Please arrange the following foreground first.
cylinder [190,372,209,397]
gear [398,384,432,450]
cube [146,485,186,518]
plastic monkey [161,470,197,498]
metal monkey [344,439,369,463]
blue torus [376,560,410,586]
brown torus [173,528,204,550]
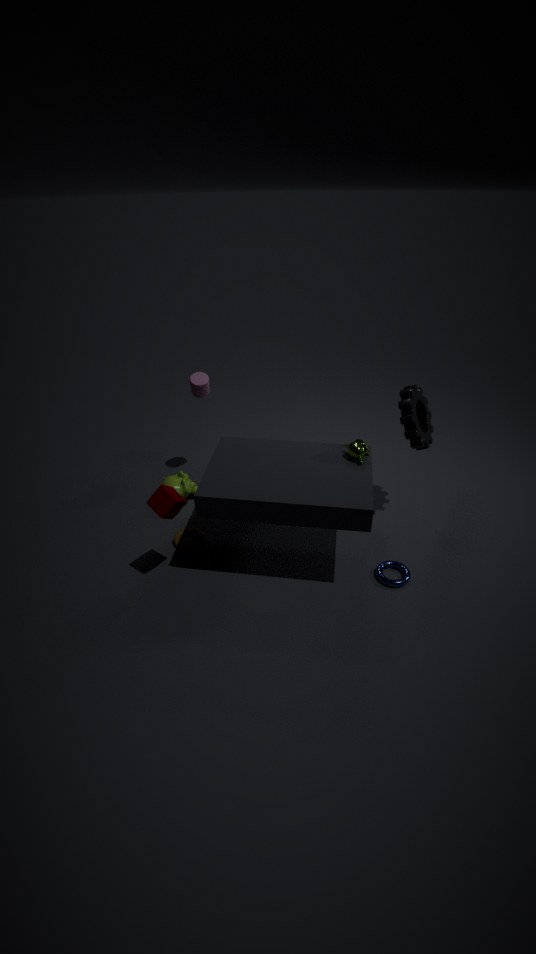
cube [146,485,186,518] → blue torus [376,560,410,586] → metal monkey [344,439,369,463] → gear [398,384,432,450] → brown torus [173,528,204,550] → plastic monkey [161,470,197,498] → cylinder [190,372,209,397]
